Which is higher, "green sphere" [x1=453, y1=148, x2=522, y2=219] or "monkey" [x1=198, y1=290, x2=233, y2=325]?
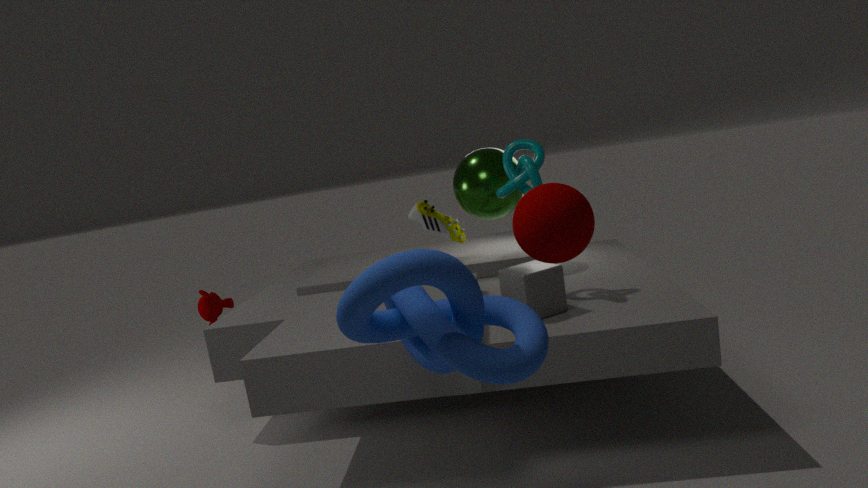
"green sphere" [x1=453, y1=148, x2=522, y2=219]
